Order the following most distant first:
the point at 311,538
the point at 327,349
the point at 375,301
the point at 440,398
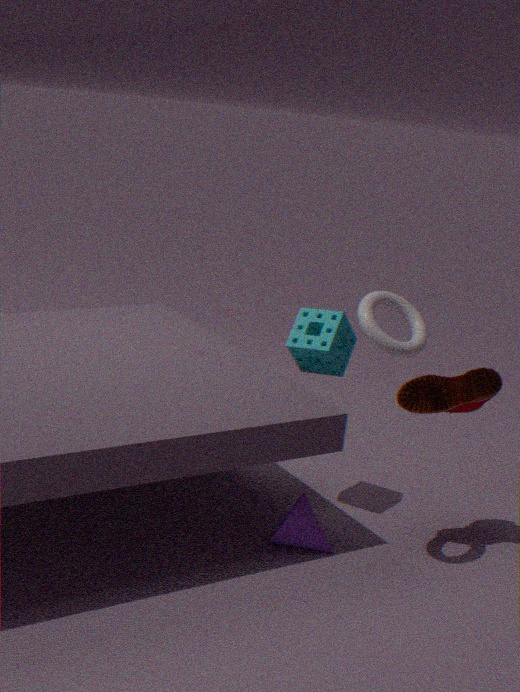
the point at 327,349 → the point at 440,398 → the point at 311,538 → the point at 375,301
